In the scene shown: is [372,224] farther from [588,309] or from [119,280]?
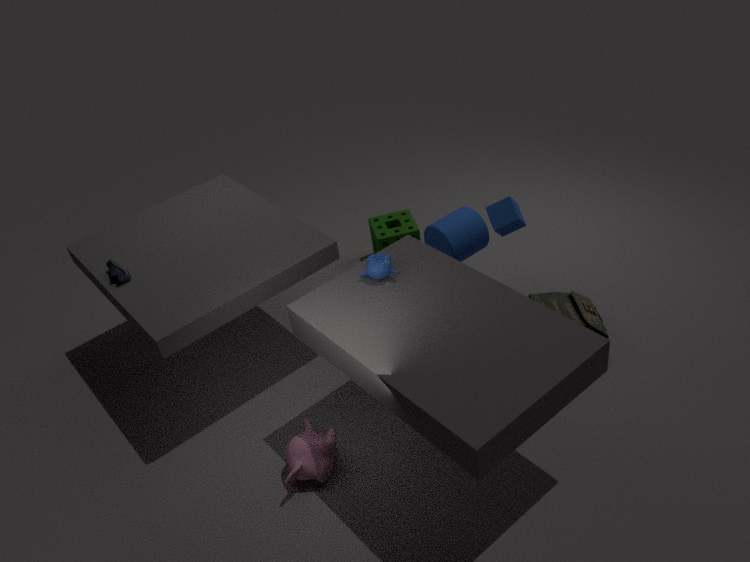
[119,280]
